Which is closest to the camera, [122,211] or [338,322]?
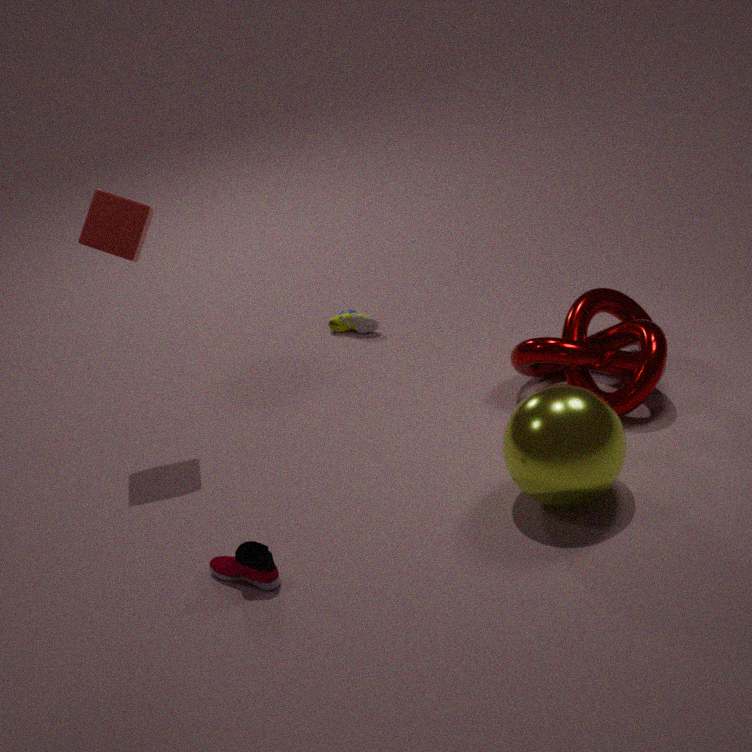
[122,211]
